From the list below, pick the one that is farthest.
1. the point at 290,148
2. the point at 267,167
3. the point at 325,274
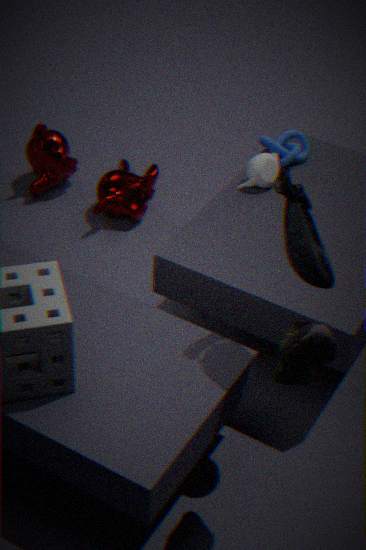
the point at 290,148
